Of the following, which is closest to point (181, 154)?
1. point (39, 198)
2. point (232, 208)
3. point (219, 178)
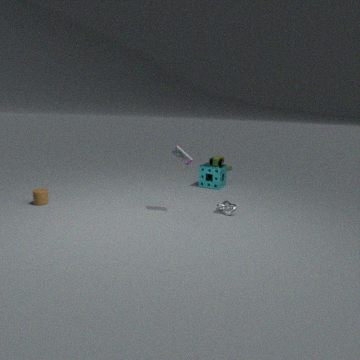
point (232, 208)
